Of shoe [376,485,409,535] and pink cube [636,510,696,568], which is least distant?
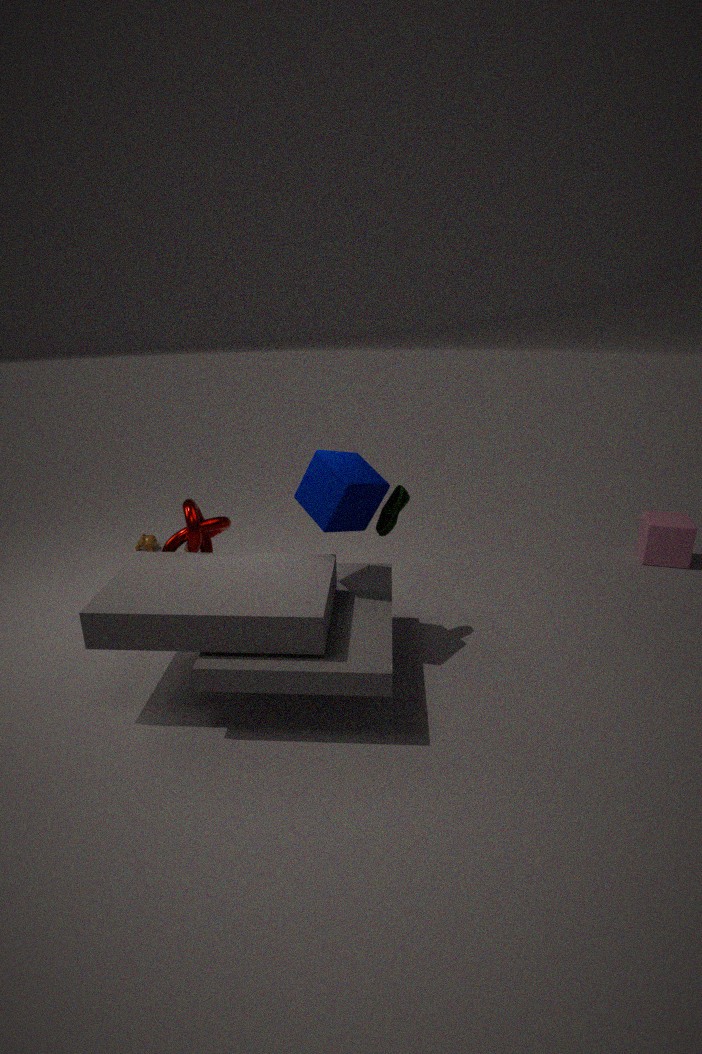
shoe [376,485,409,535]
